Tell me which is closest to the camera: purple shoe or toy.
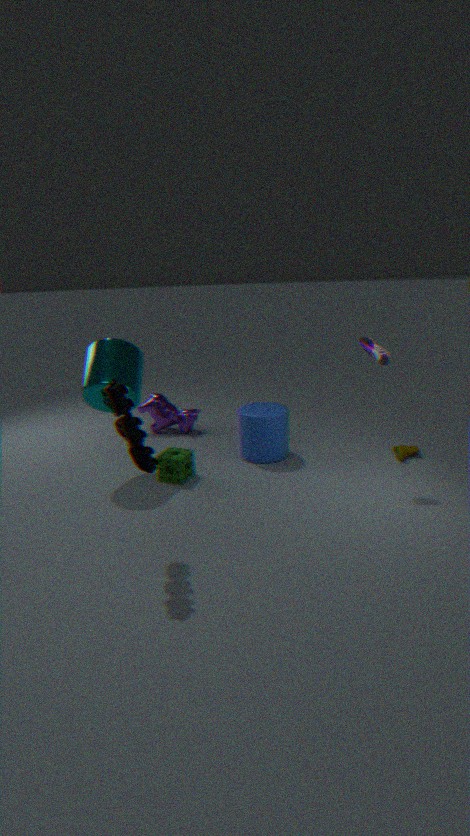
toy
